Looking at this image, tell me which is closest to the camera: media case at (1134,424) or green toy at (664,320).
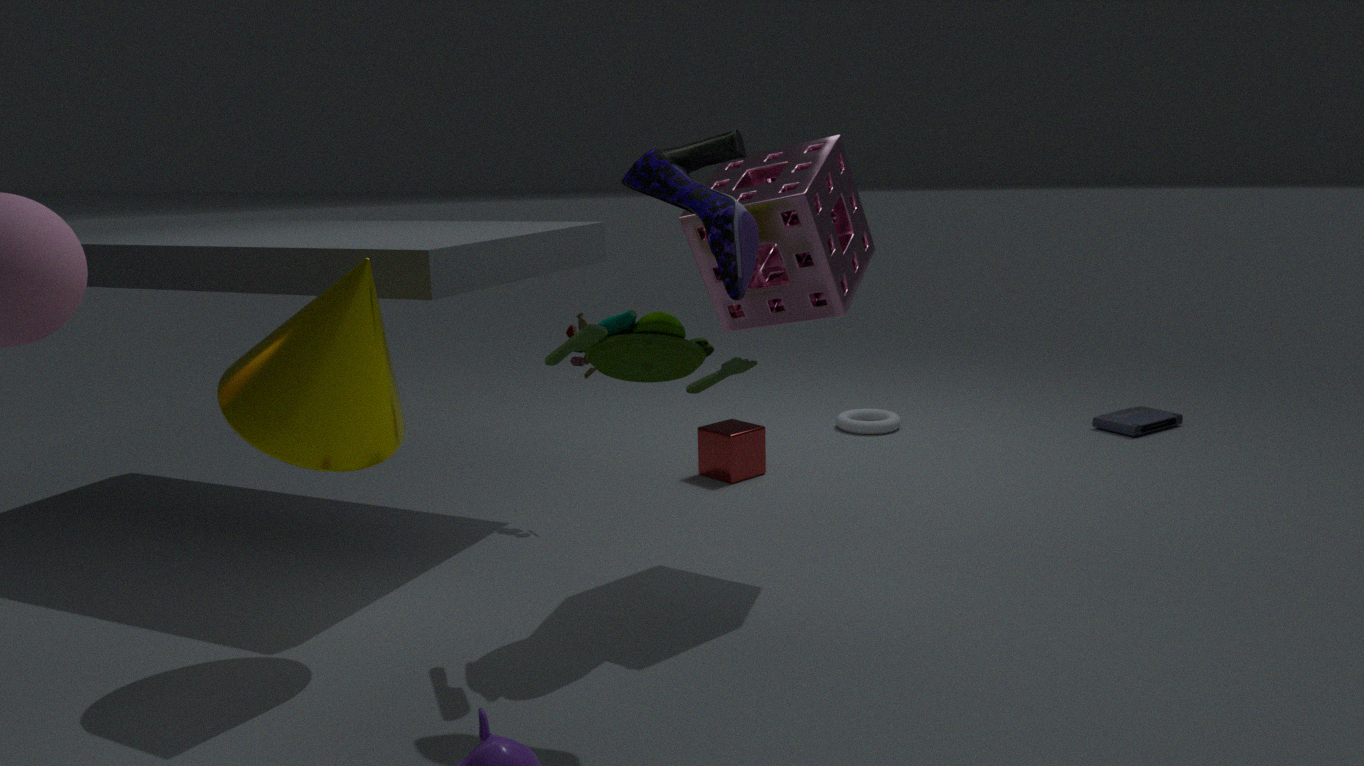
green toy at (664,320)
